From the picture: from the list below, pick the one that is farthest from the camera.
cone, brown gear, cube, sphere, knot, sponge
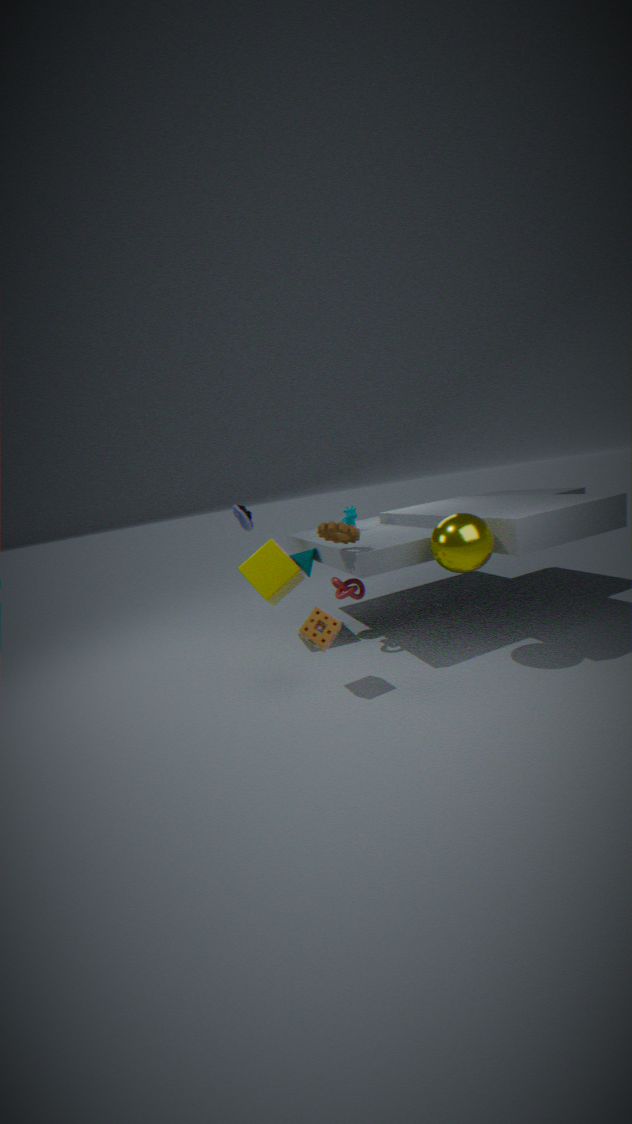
cone
